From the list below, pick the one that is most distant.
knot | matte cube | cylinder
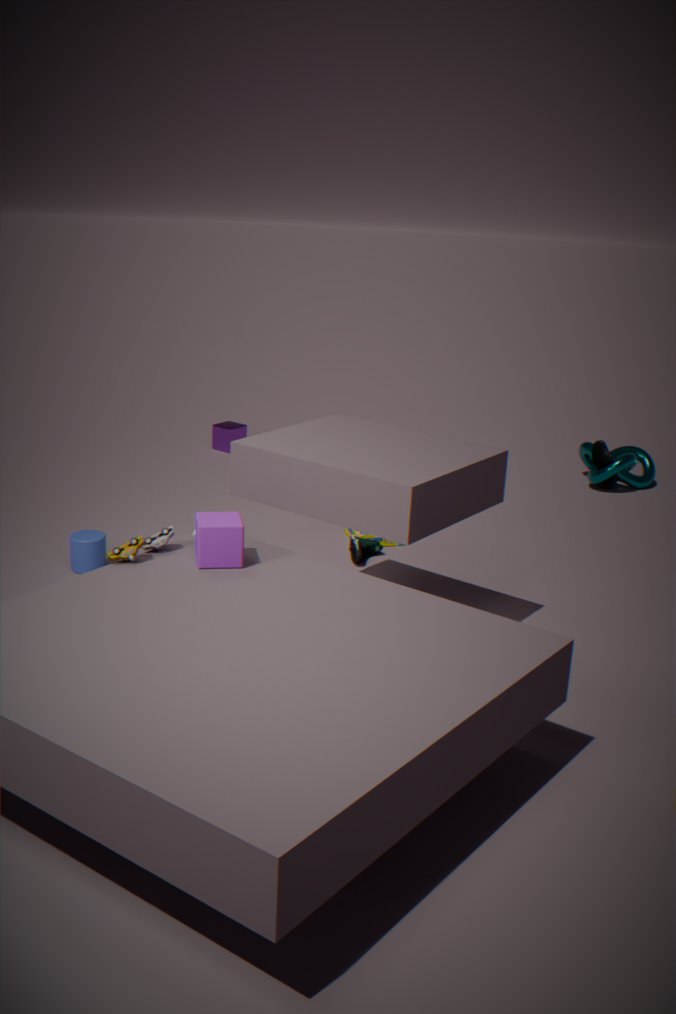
knot
